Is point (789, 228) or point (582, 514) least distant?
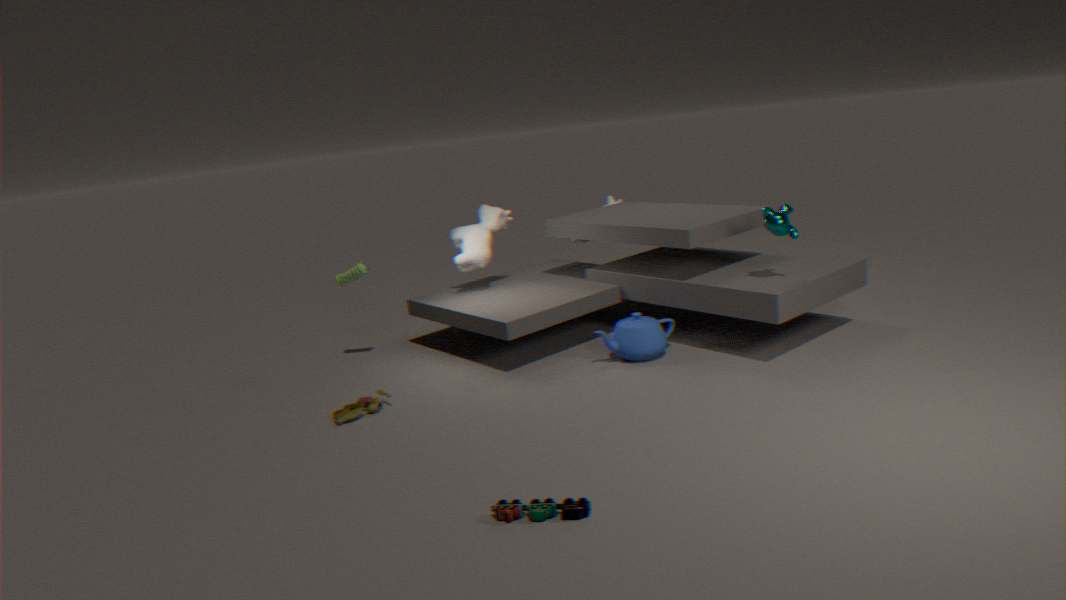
point (582, 514)
